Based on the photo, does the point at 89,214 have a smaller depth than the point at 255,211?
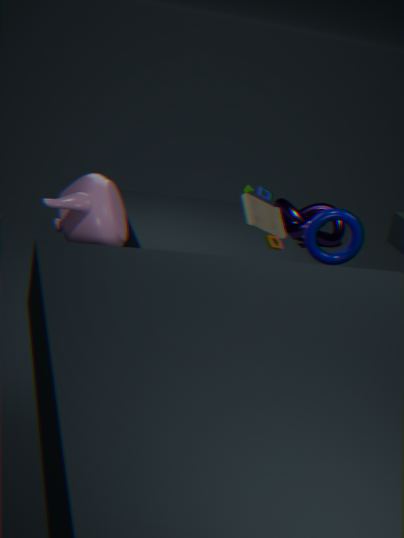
Yes
